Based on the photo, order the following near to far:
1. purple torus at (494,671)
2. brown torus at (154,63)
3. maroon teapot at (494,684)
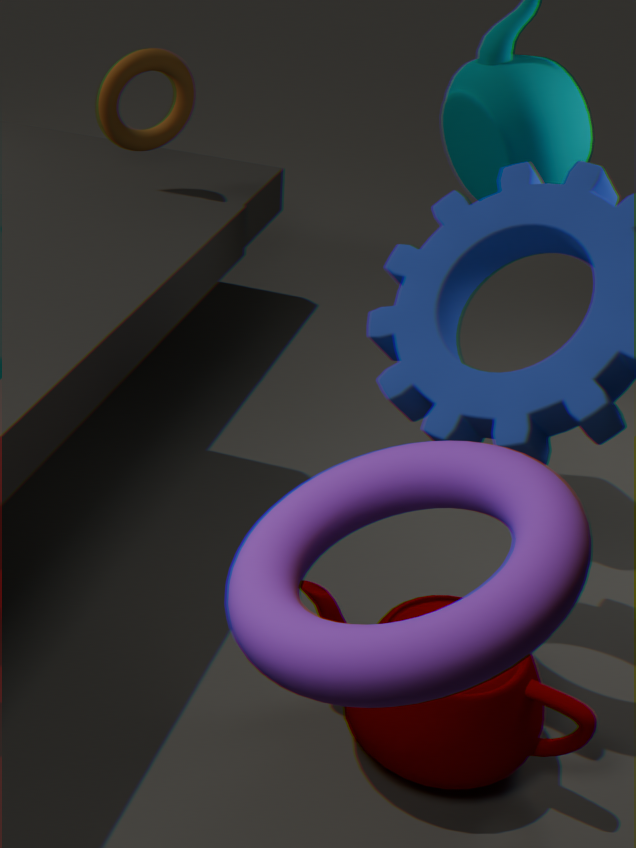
purple torus at (494,671)
maroon teapot at (494,684)
brown torus at (154,63)
